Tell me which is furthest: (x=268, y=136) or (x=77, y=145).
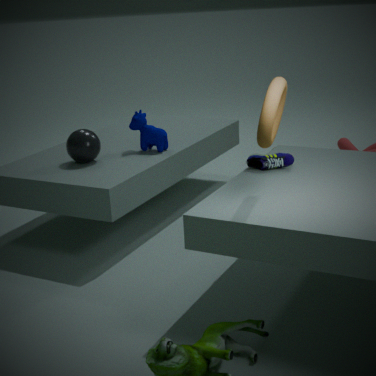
(x=77, y=145)
